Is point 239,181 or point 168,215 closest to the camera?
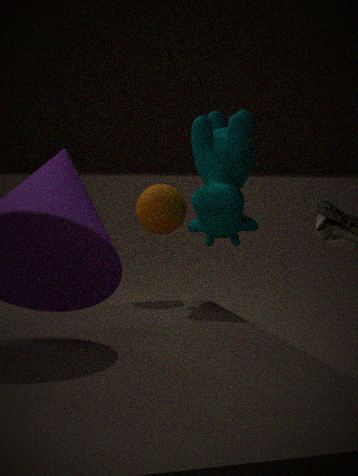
point 239,181
